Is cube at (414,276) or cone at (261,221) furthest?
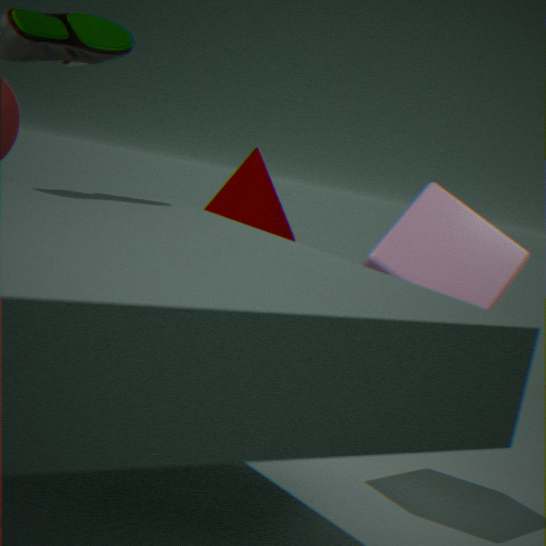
cone at (261,221)
